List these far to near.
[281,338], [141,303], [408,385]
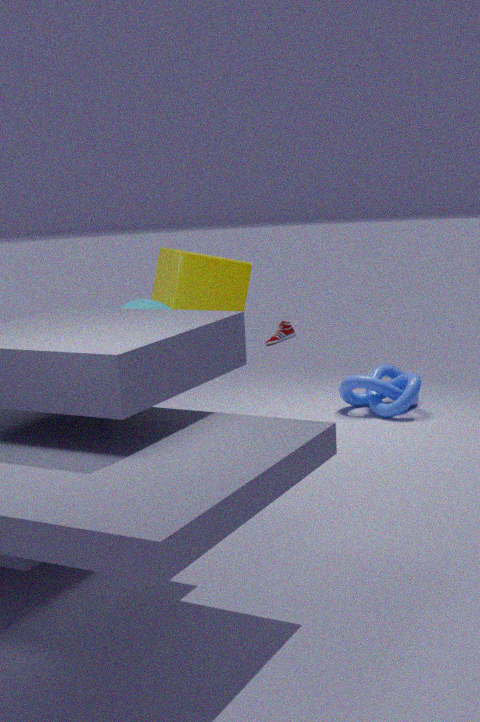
[408,385] → [281,338] → [141,303]
